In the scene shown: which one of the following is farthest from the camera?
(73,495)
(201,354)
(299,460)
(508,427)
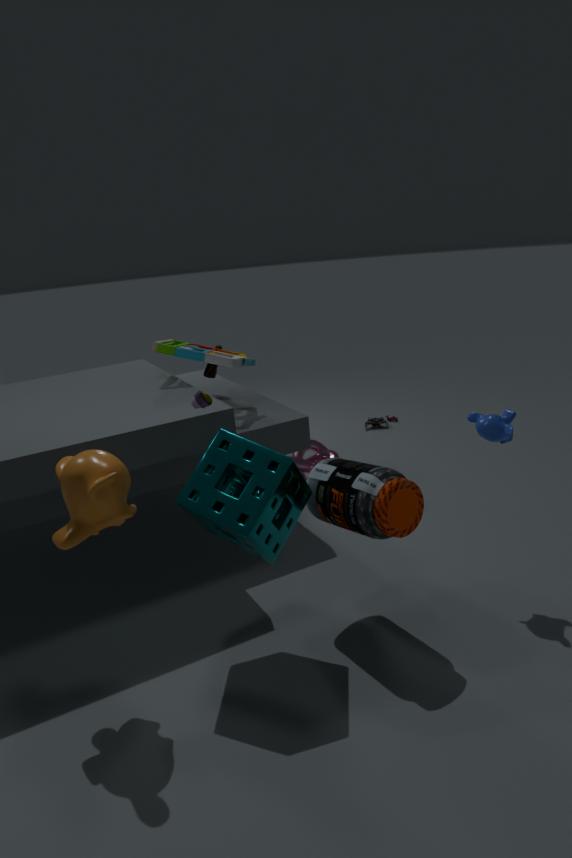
(299,460)
